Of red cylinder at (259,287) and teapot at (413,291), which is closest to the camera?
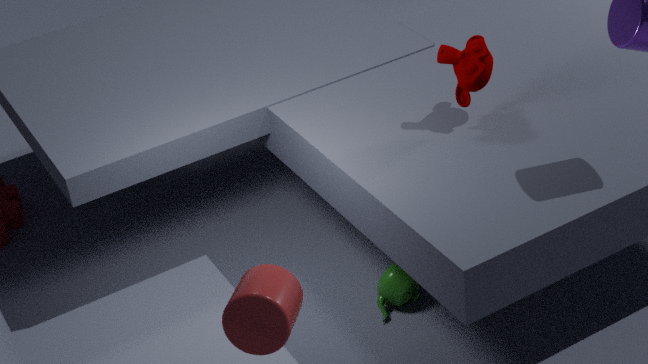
red cylinder at (259,287)
